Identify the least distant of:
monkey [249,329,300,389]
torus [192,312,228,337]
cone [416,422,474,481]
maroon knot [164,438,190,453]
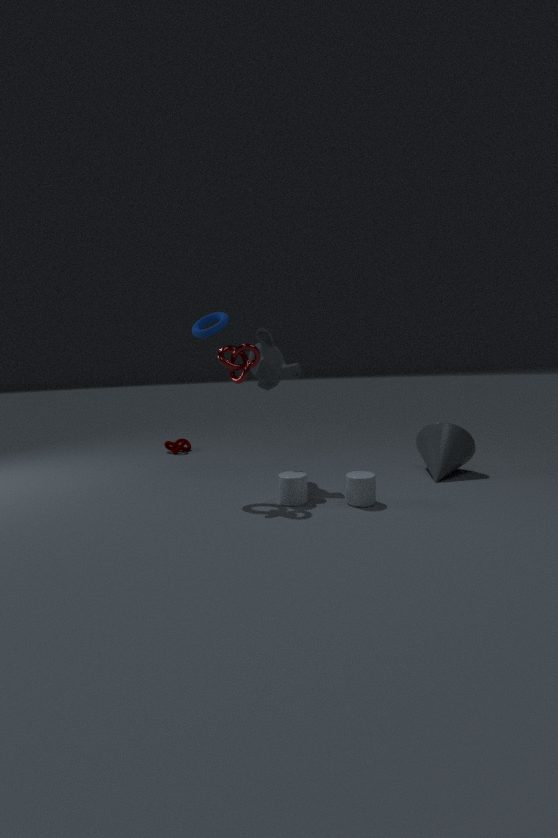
torus [192,312,228,337]
